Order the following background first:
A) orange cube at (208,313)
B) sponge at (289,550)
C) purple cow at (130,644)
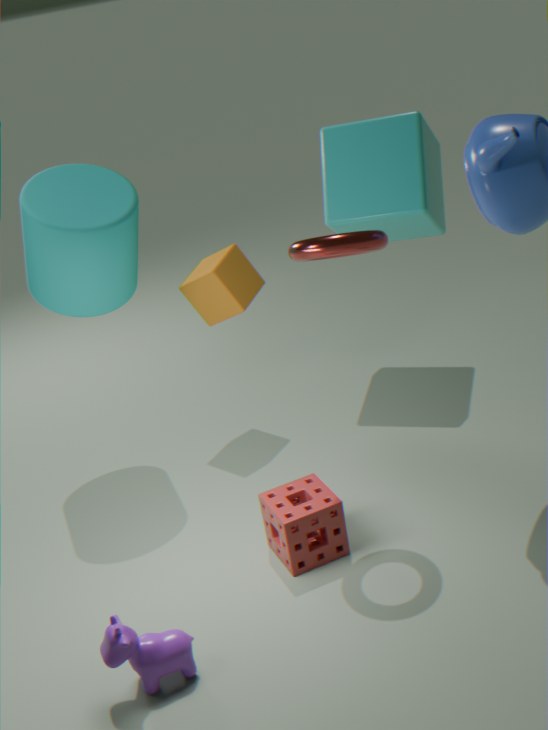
orange cube at (208,313)
sponge at (289,550)
purple cow at (130,644)
